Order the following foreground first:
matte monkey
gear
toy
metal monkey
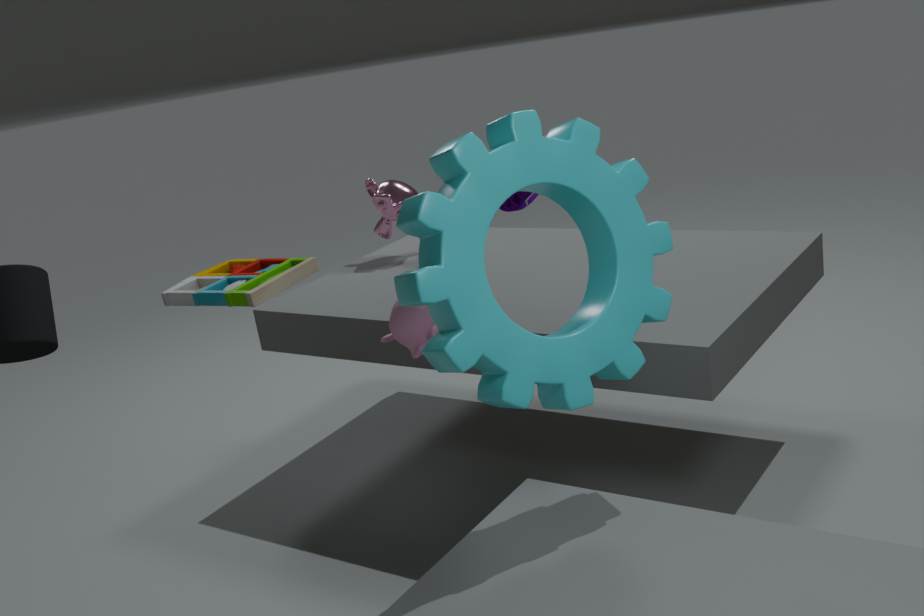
gear → toy → matte monkey → metal monkey
